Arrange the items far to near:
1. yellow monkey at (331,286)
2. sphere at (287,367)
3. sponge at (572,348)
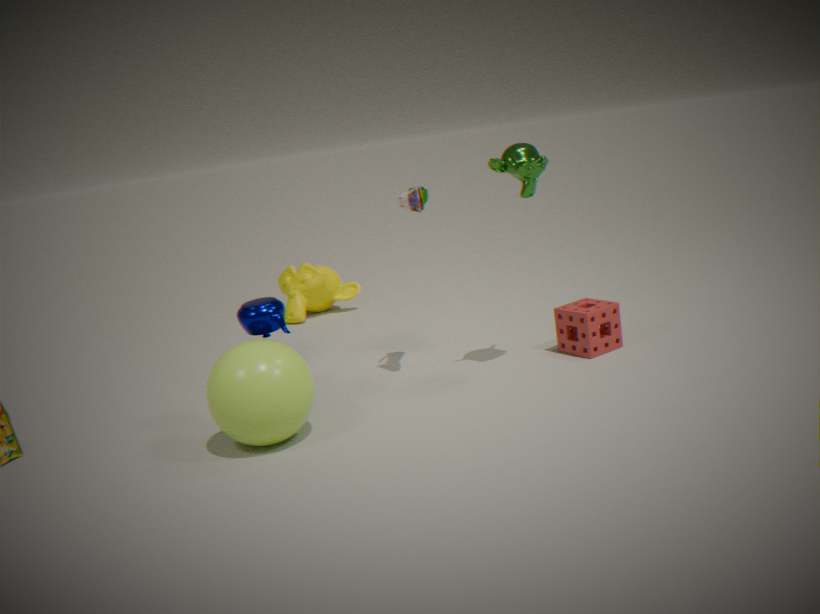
yellow monkey at (331,286), sponge at (572,348), sphere at (287,367)
